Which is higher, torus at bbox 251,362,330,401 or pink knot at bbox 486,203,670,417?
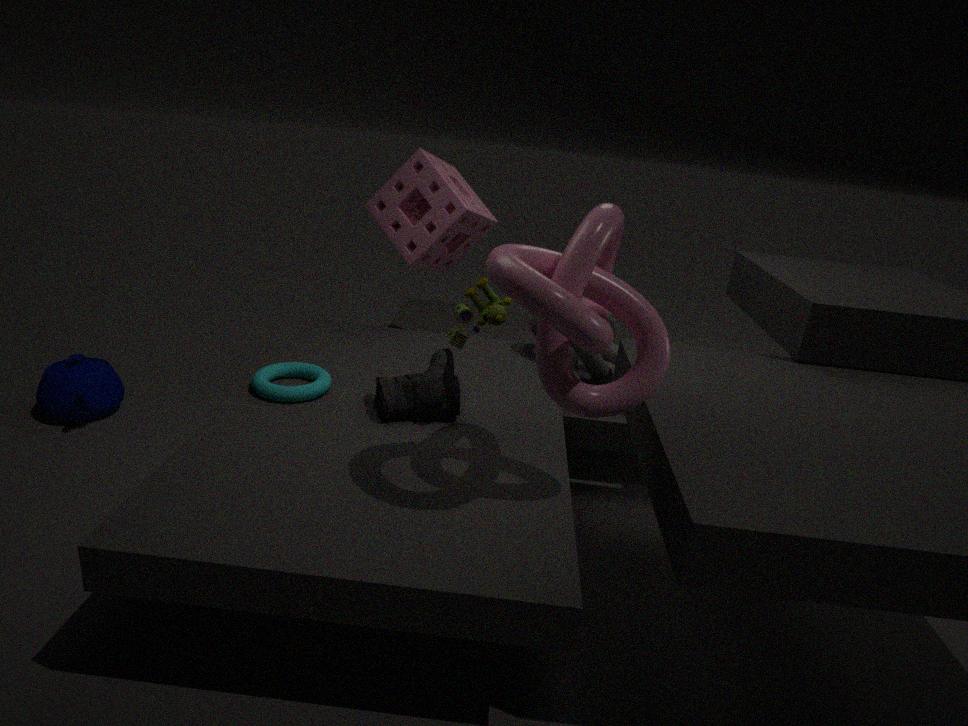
pink knot at bbox 486,203,670,417
